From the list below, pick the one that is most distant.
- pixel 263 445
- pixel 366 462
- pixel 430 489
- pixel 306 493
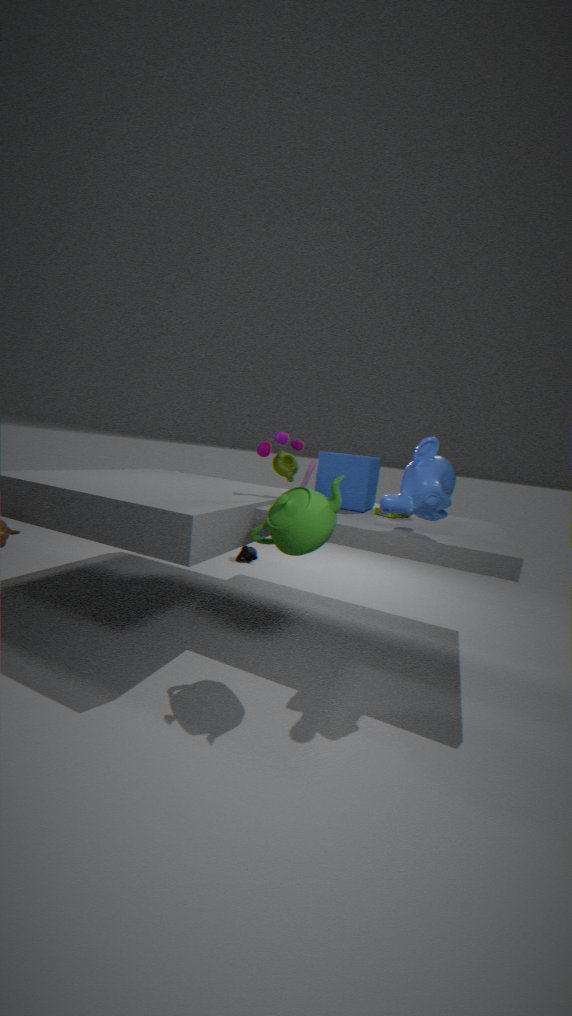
pixel 263 445
